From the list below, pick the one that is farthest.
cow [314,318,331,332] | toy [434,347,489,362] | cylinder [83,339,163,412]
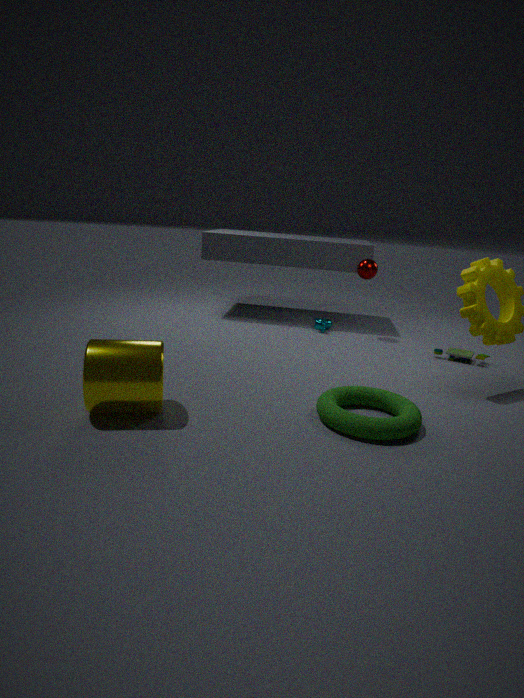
cow [314,318,331,332]
